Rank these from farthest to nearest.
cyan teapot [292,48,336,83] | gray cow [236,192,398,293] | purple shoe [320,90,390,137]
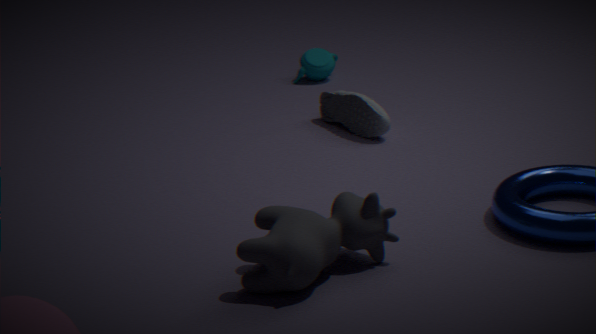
cyan teapot [292,48,336,83]
purple shoe [320,90,390,137]
gray cow [236,192,398,293]
